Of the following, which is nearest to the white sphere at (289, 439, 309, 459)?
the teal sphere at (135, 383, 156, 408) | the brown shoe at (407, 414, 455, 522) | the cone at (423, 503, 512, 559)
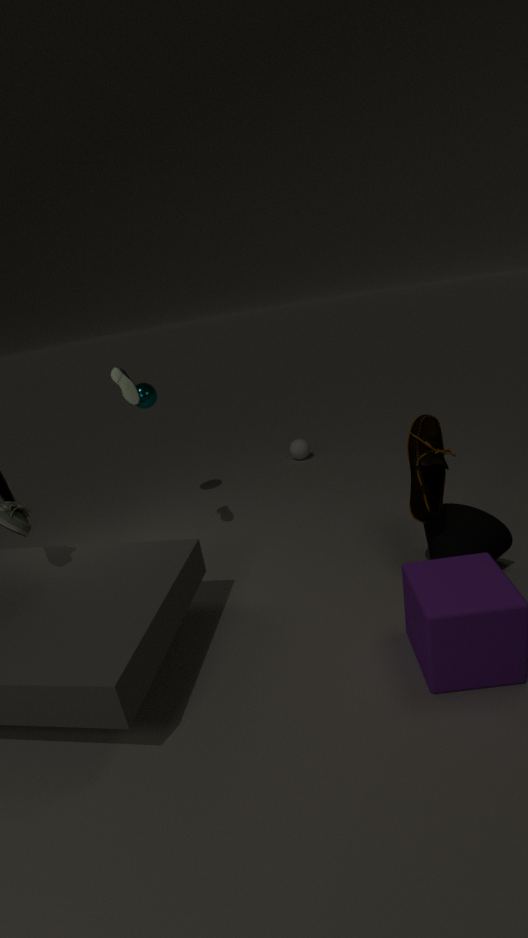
the teal sphere at (135, 383, 156, 408)
